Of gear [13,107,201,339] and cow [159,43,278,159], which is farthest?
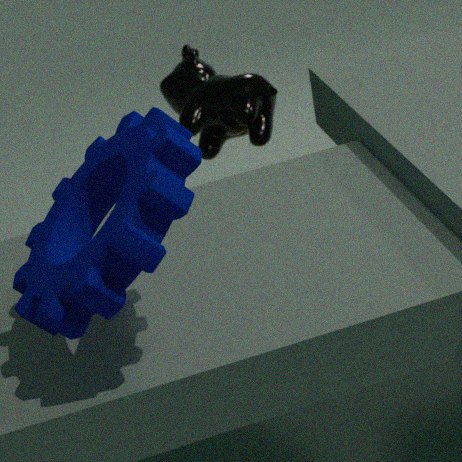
cow [159,43,278,159]
